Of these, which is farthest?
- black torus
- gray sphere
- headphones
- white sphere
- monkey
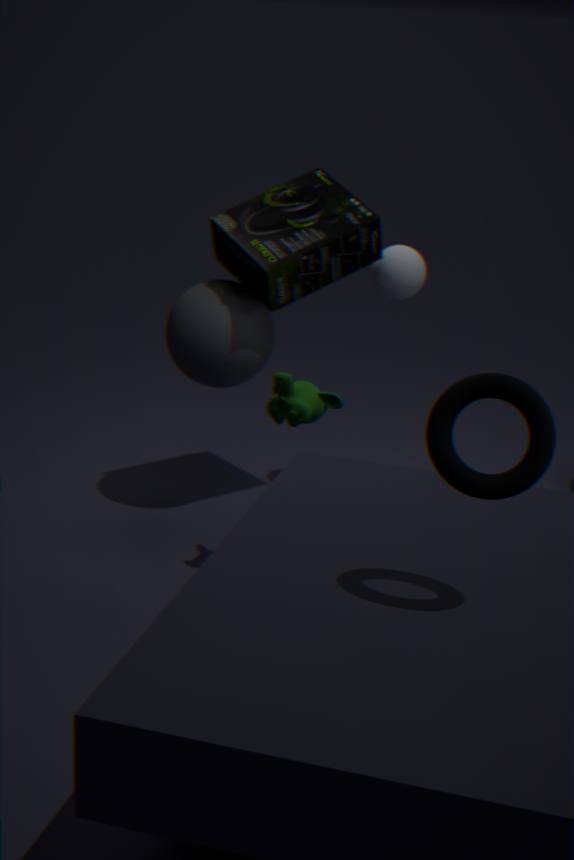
white sphere
